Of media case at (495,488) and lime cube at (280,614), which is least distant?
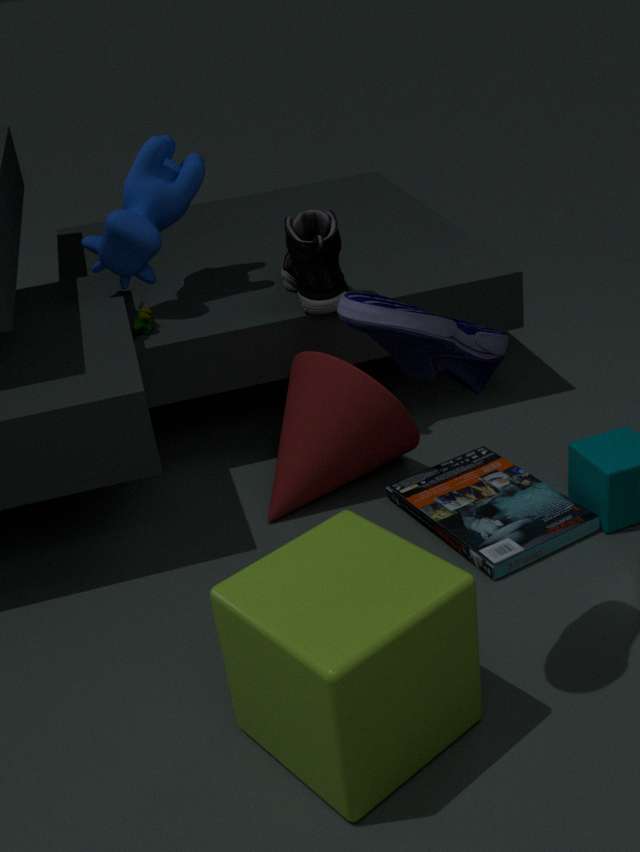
lime cube at (280,614)
